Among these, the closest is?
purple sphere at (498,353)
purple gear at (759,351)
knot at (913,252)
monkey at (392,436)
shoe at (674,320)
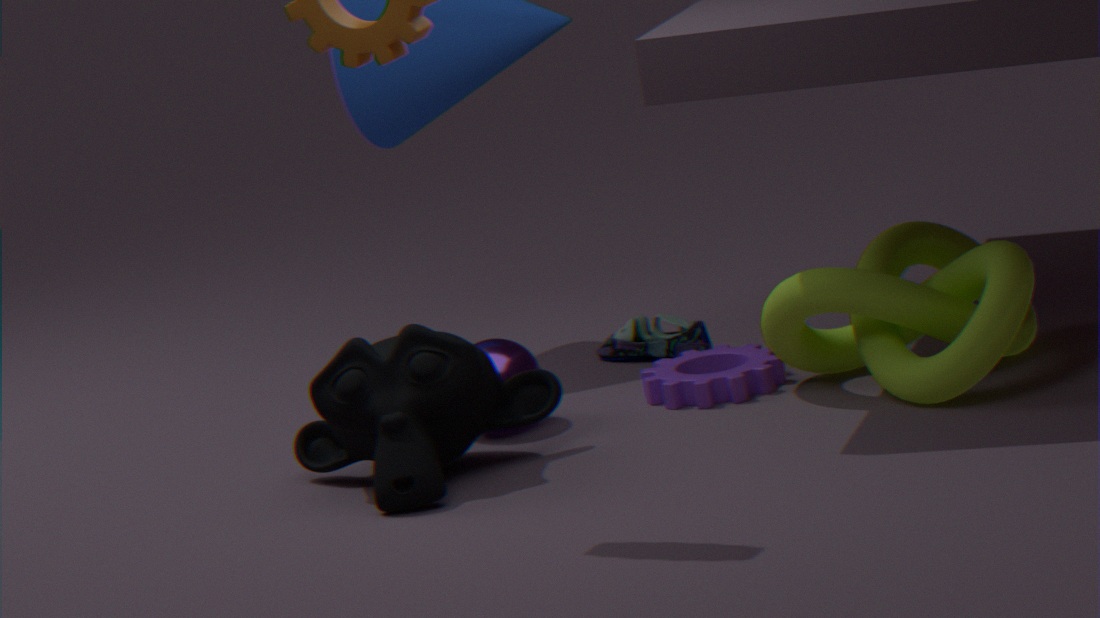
monkey at (392,436)
